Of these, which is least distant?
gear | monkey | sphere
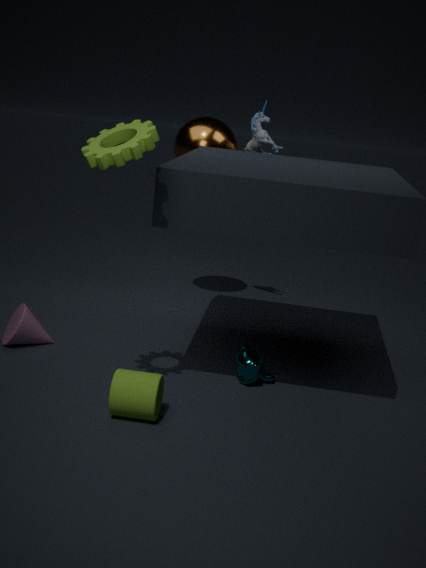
gear
